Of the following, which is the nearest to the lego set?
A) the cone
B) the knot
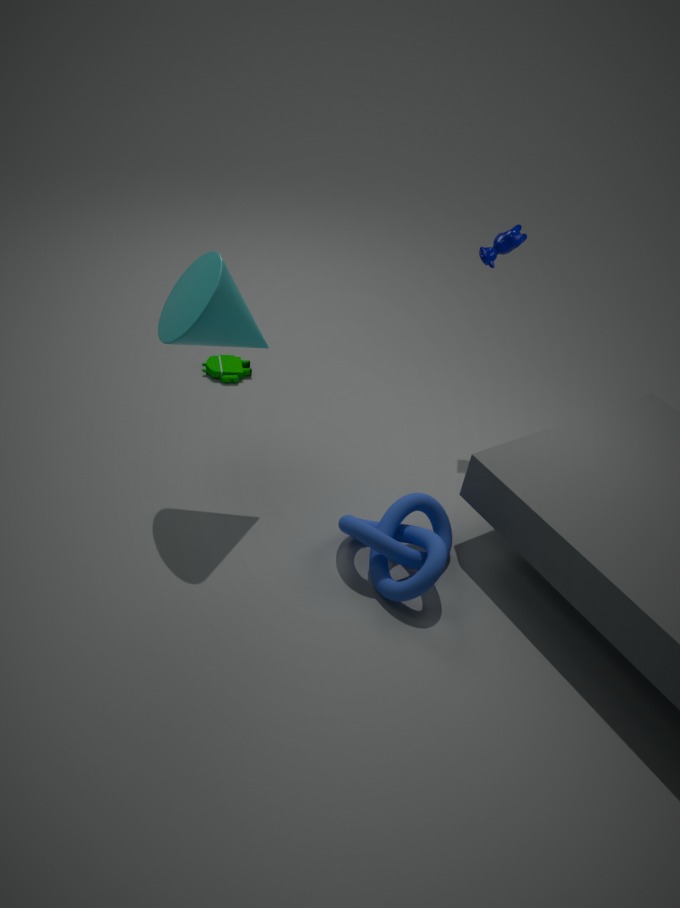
the cone
